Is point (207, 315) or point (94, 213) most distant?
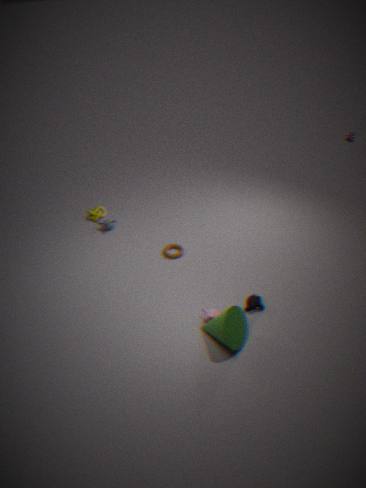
point (94, 213)
